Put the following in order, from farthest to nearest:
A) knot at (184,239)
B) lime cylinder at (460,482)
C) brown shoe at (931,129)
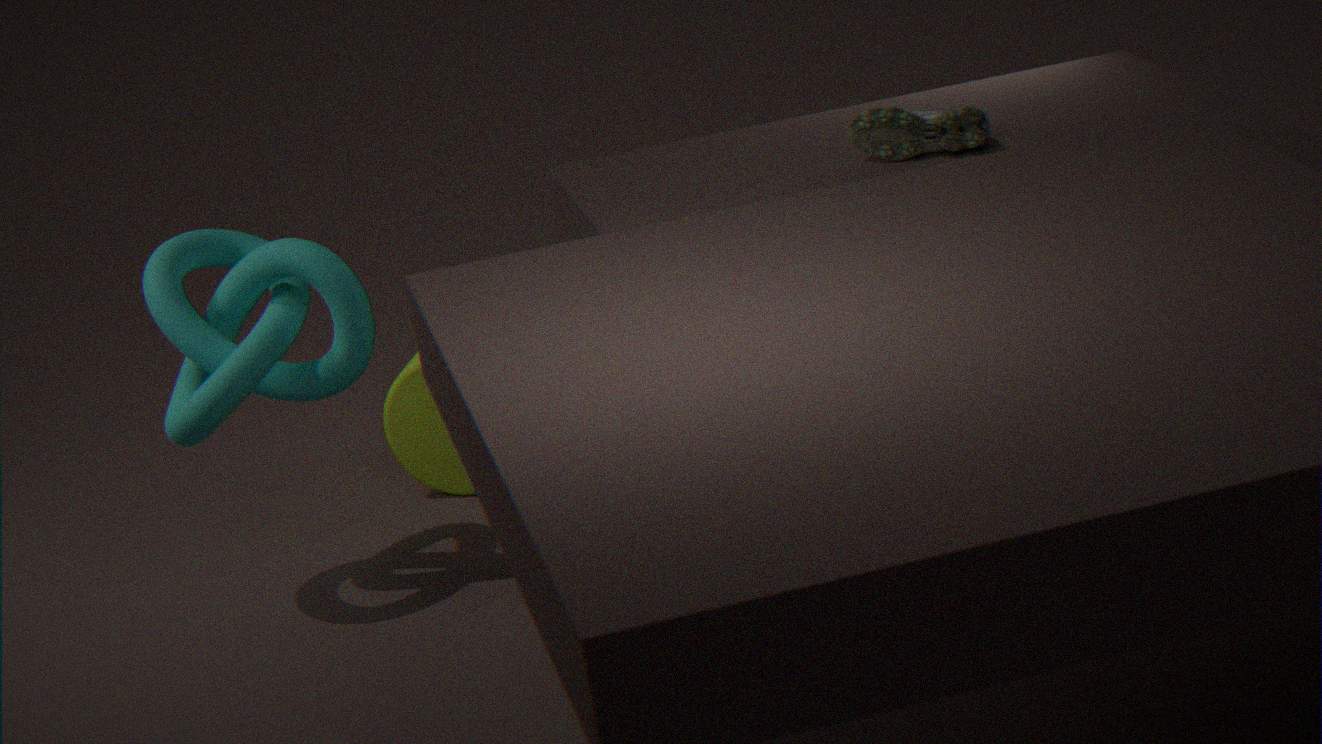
1. lime cylinder at (460,482)
2. knot at (184,239)
3. brown shoe at (931,129)
